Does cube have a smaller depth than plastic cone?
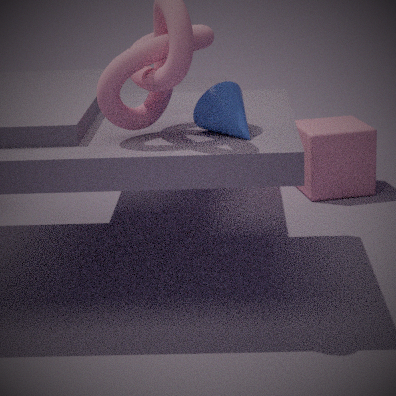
No
